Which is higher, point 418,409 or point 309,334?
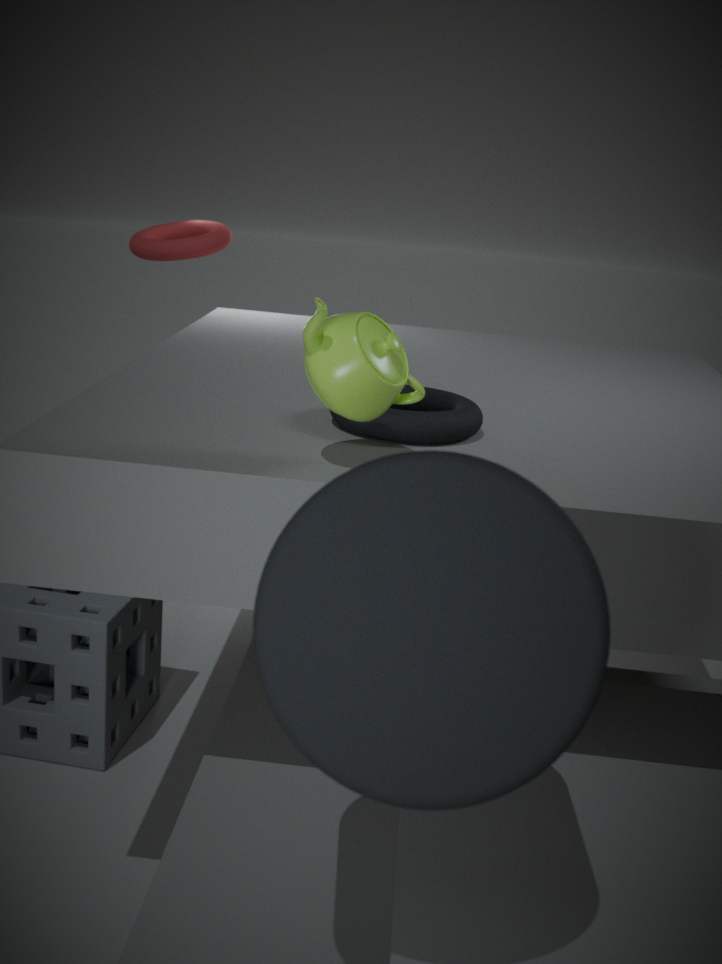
point 309,334
